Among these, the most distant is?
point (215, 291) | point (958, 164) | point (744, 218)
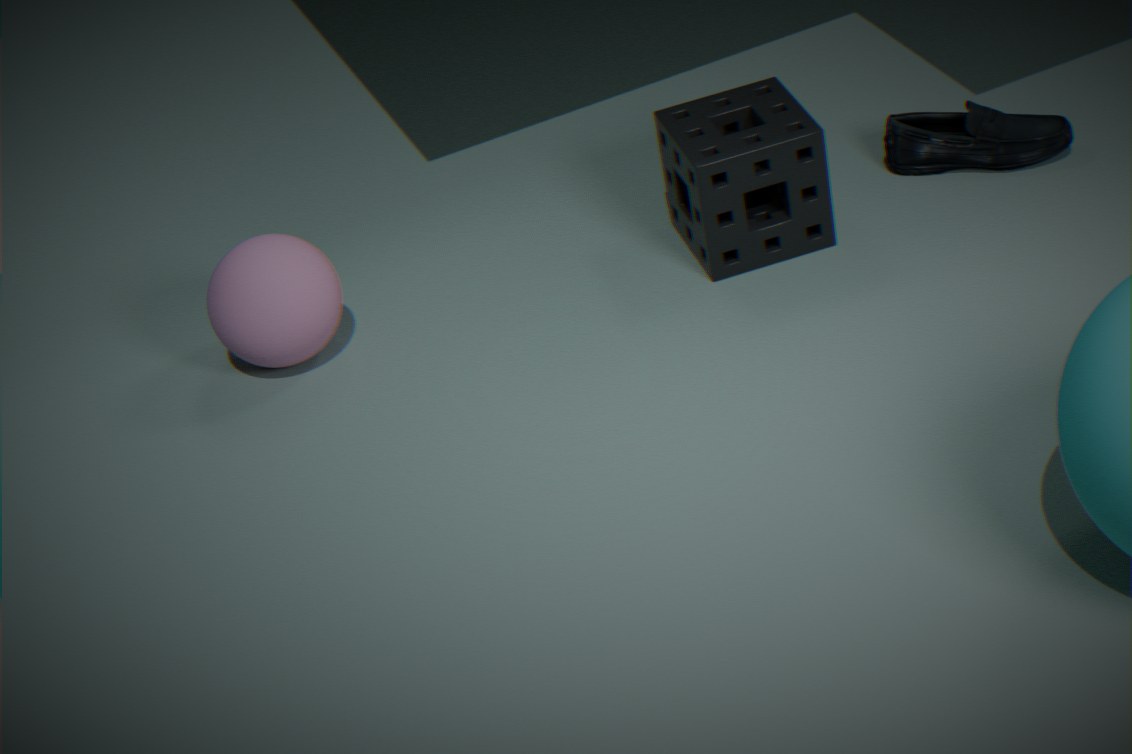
point (958, 164)
